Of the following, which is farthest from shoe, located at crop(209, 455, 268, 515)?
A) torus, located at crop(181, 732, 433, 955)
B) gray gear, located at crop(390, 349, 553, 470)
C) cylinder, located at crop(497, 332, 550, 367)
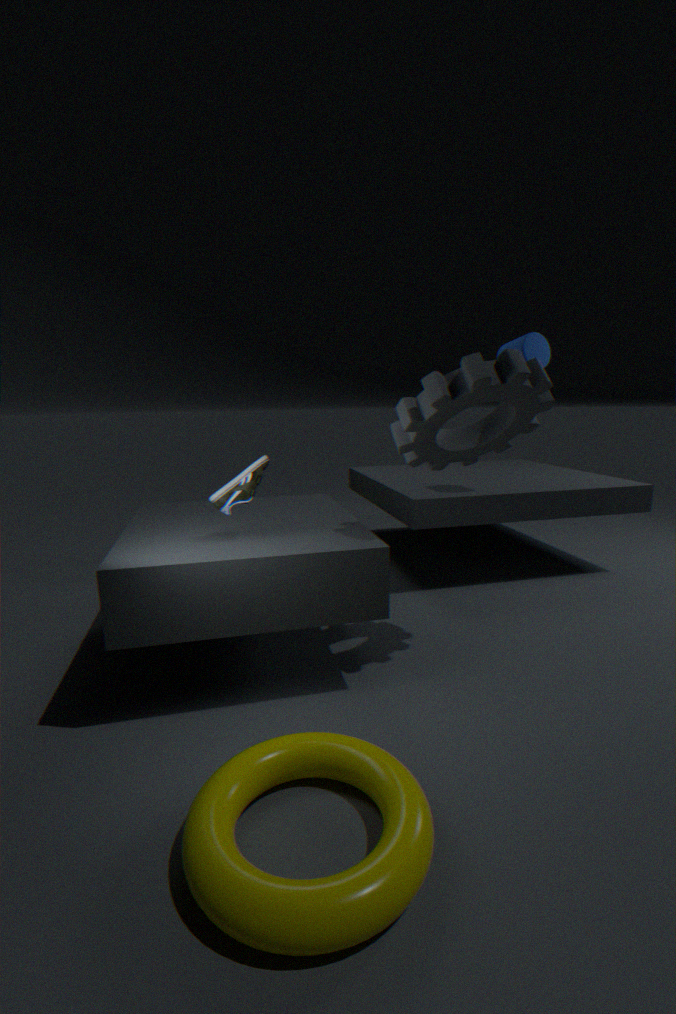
cylinder, located at crop(497, 332, 550, 367)
